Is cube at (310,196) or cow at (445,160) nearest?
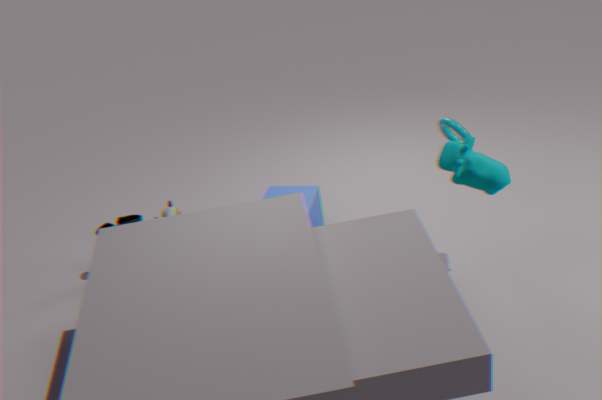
cow at (445,160)
